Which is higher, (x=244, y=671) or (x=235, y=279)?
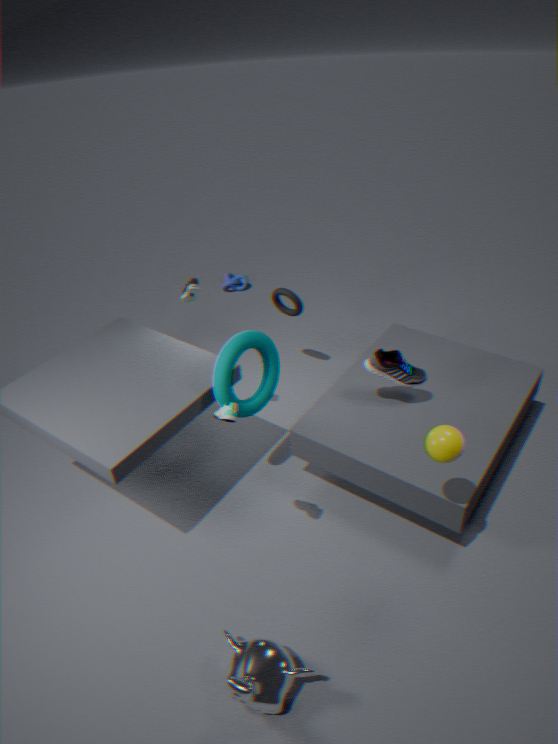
(x=244, y=671)
